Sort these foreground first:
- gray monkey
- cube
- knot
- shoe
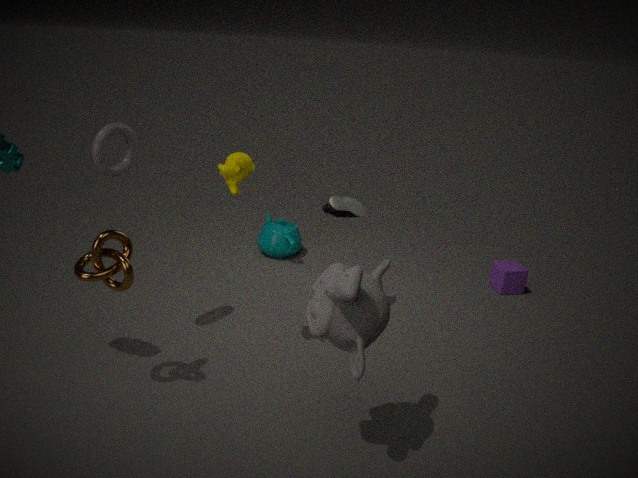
gray monkey, knot, shoe, cube
